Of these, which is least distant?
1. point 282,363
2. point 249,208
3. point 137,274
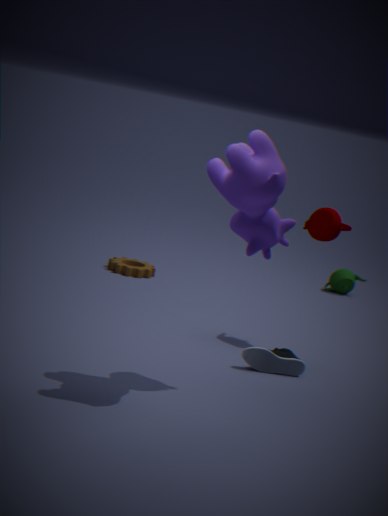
point 249,208
